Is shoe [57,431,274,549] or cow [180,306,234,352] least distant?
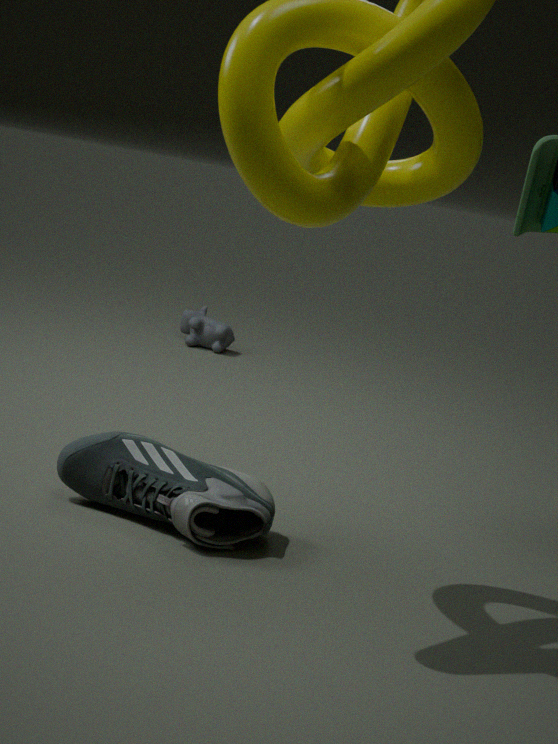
shoe [57,431,274,549]
